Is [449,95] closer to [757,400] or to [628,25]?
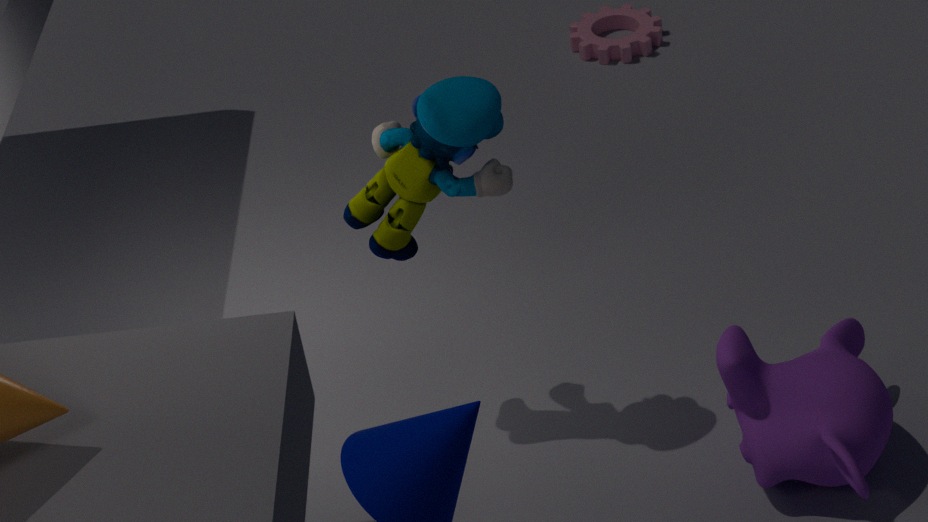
[757,400]
